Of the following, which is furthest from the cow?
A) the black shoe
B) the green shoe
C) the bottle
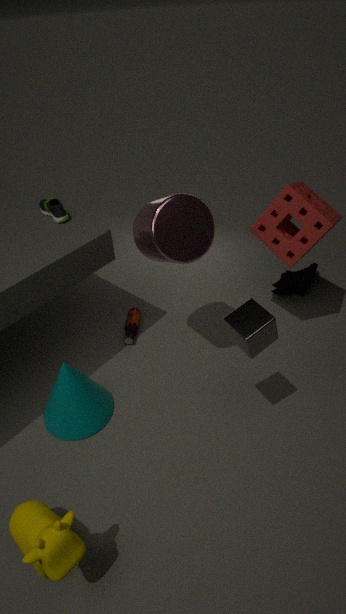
the black shoe
